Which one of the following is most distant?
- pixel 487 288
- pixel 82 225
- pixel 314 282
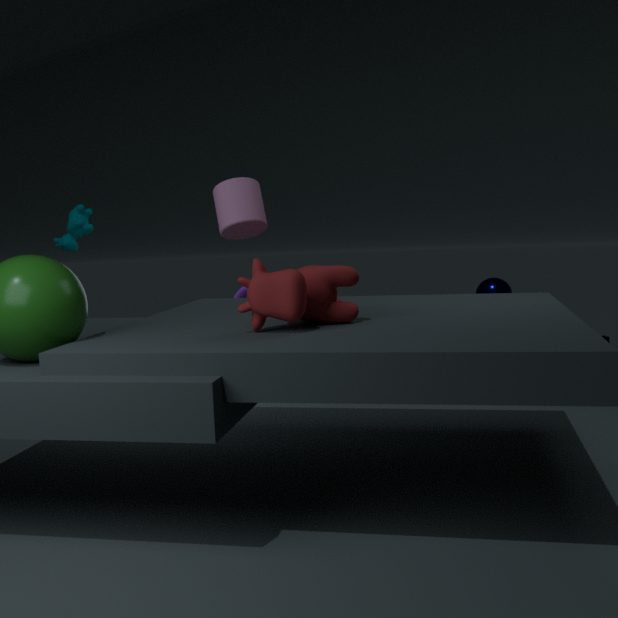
pixel 487 288
